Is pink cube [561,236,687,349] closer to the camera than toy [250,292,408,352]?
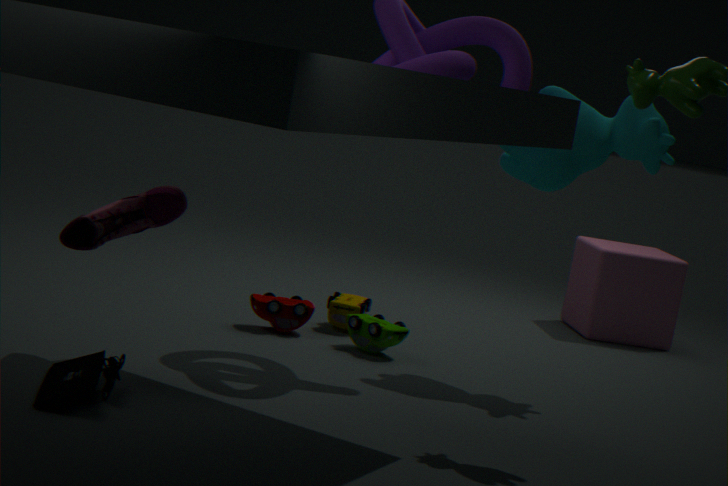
No
